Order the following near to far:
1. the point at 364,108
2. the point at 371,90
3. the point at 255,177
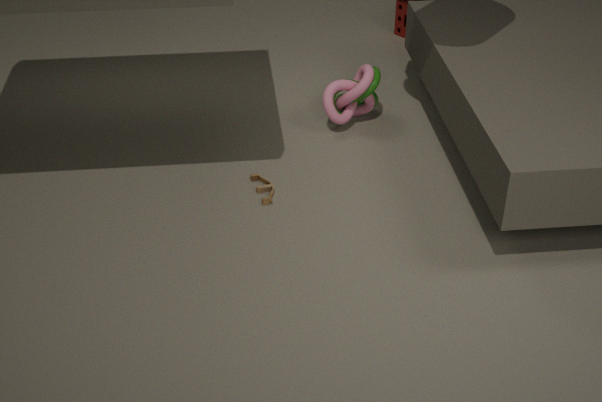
the point at 255,177 < the point at 371,90 < the point at 364,108
